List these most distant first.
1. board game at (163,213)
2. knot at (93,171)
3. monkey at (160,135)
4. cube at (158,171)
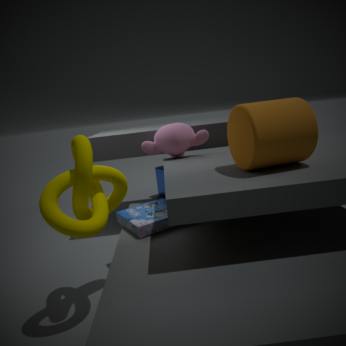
cube at (158,171), monkey at (160,135), board game at (163,213), knot at (93,171)
